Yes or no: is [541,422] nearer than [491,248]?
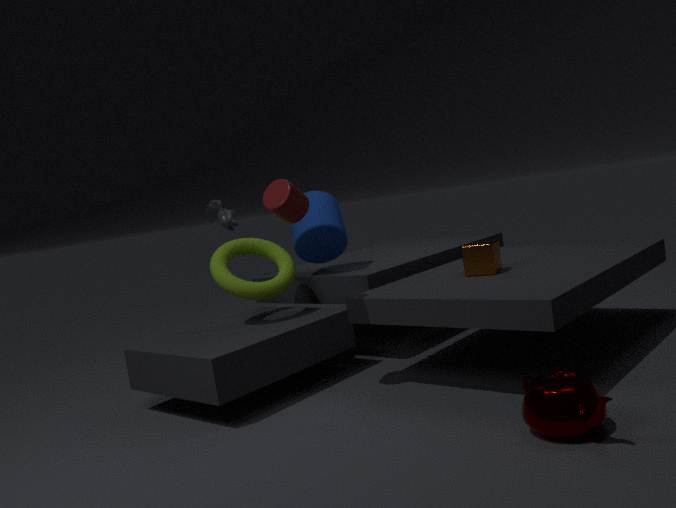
Yes
